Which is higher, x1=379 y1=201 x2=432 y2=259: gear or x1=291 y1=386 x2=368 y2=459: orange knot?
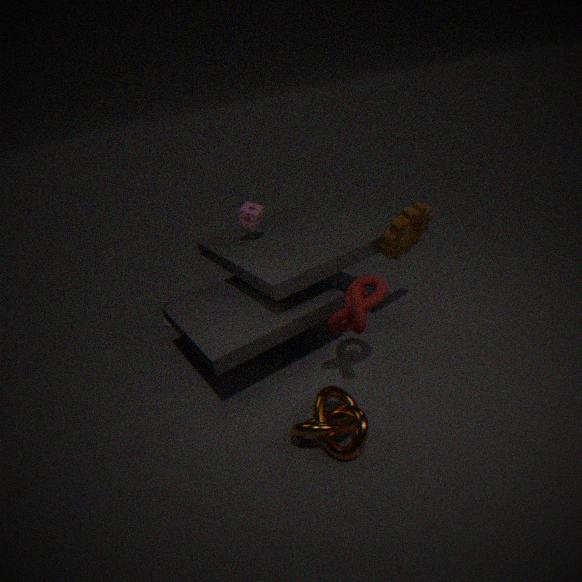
x1=379 y1=201 x2=432 y2=259: gear
